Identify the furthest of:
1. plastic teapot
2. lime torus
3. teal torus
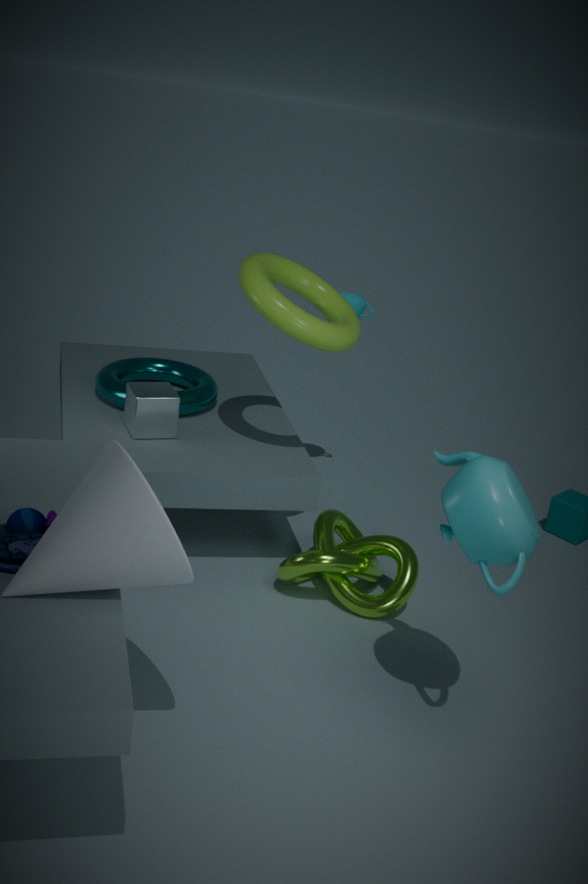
teal torus
